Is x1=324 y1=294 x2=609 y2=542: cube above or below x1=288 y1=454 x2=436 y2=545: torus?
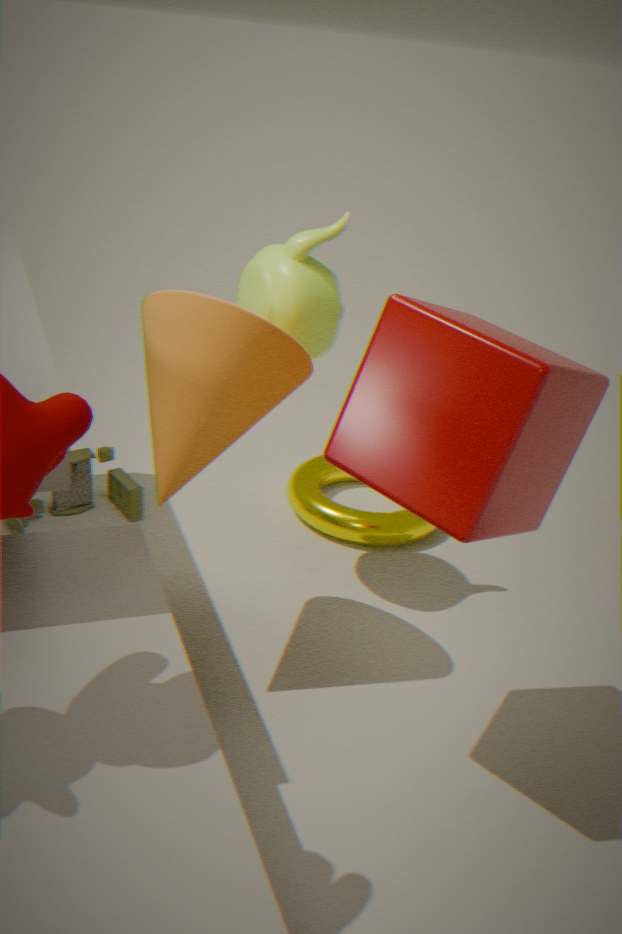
above
